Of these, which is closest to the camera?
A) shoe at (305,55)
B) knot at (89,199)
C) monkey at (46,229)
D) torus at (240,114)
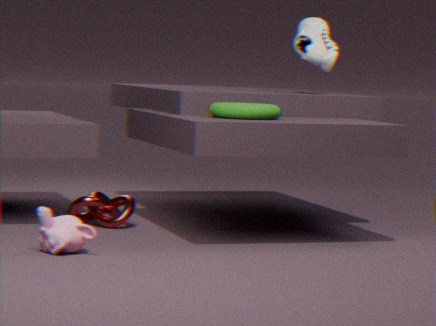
monkey at (46,229)
